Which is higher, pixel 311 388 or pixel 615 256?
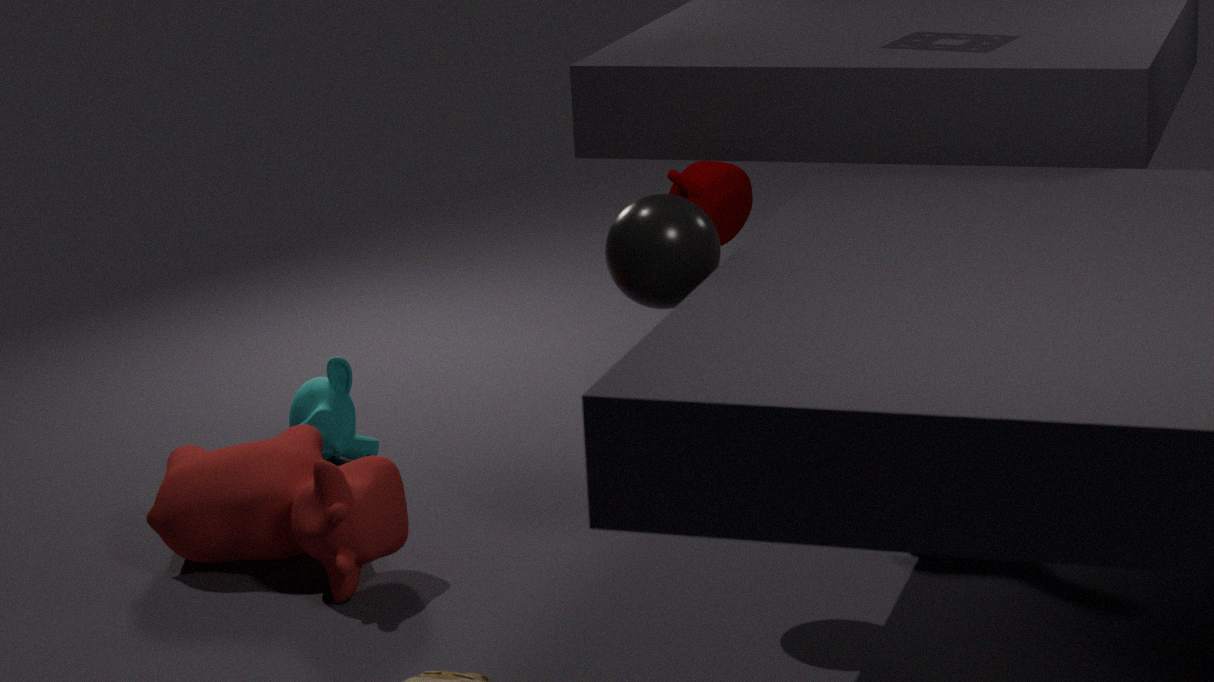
pixel 615 256
